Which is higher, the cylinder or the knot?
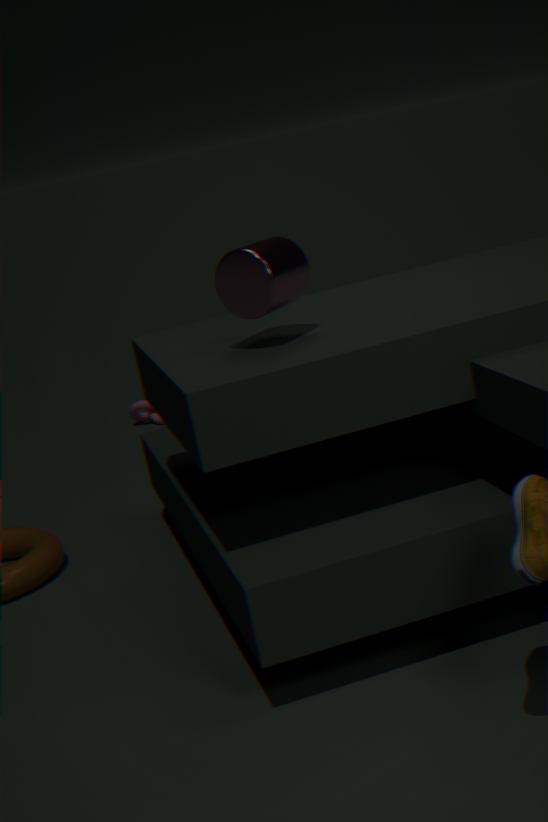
the cylinder
